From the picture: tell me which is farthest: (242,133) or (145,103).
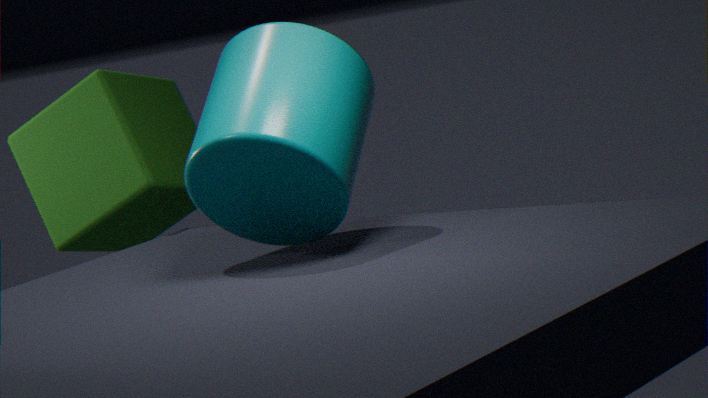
(145,103)
